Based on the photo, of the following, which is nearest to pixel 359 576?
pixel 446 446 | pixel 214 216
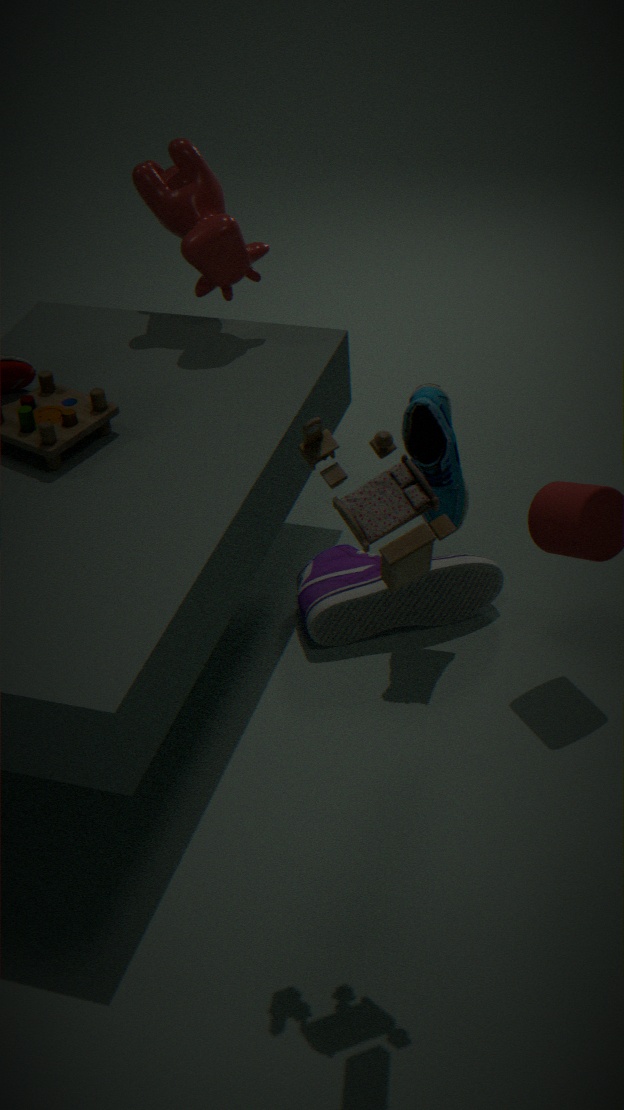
pixel 446 446
